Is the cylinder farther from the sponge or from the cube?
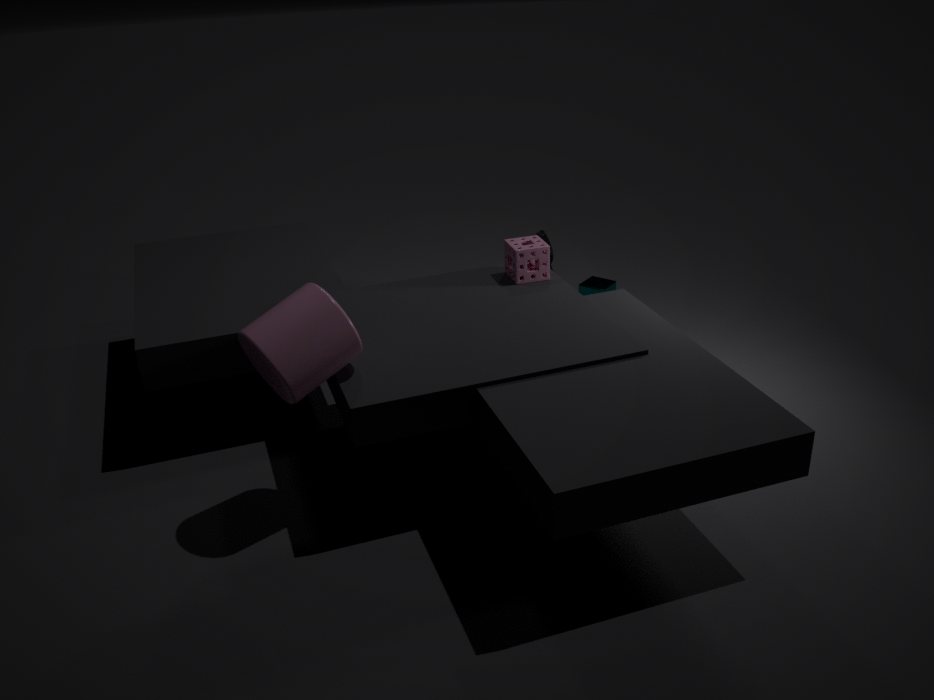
the cube
